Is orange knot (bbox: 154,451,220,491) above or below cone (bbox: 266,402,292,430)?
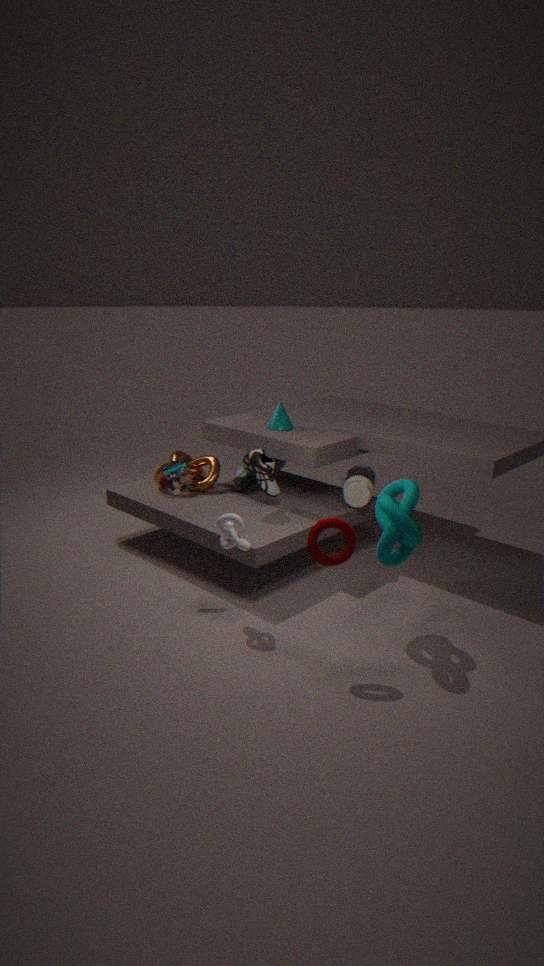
below
